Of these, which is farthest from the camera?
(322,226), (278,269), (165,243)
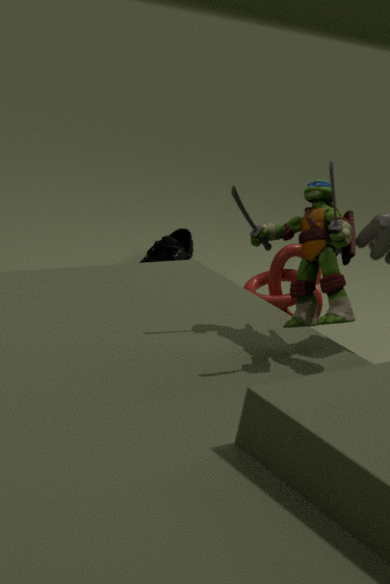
(165,243)
